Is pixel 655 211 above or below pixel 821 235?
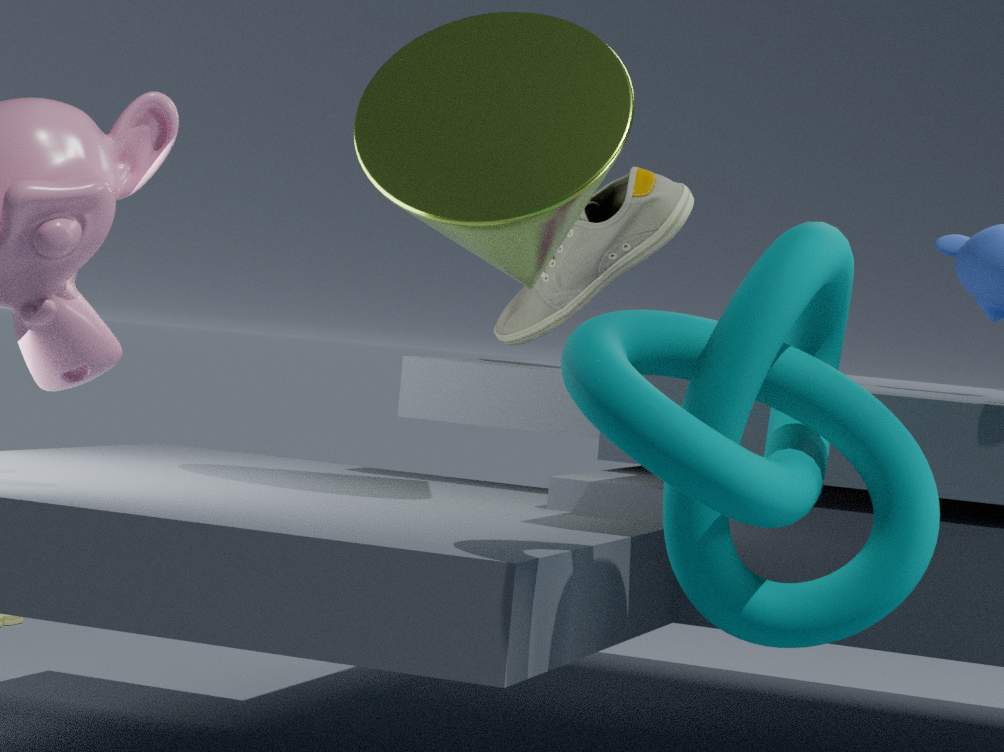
above
